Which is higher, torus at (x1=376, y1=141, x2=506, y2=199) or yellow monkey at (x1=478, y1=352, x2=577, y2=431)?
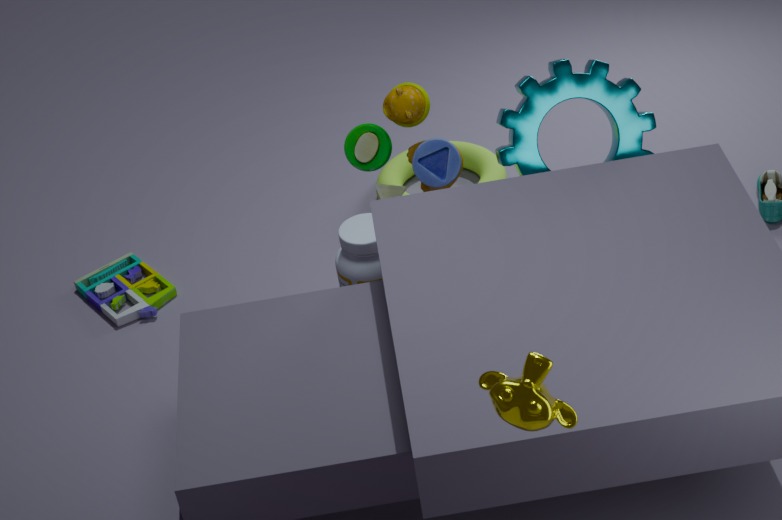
yellow monkey at (x1=478, y1=352, x2=577, y2=431)
